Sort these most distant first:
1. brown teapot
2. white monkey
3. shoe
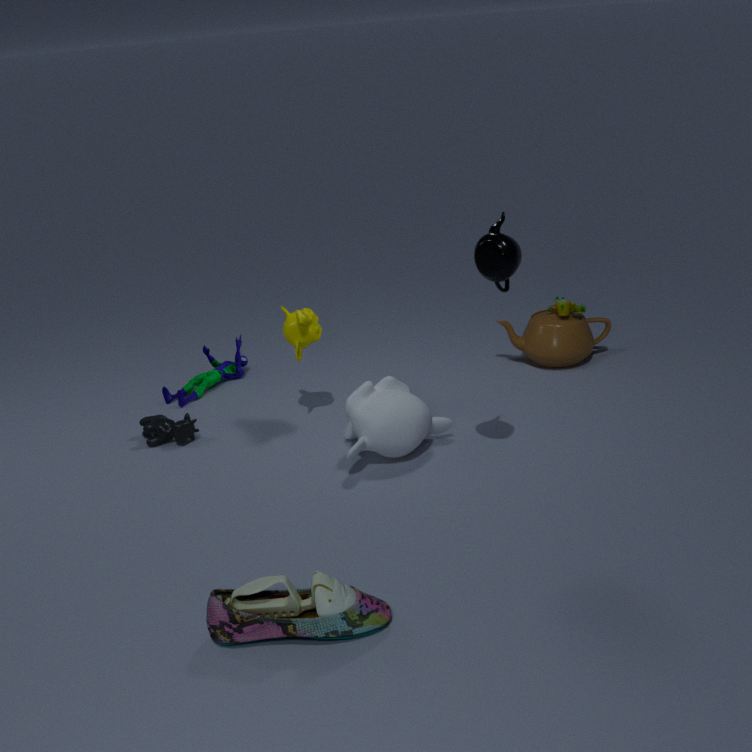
brown teapot
white monkey
shoe
